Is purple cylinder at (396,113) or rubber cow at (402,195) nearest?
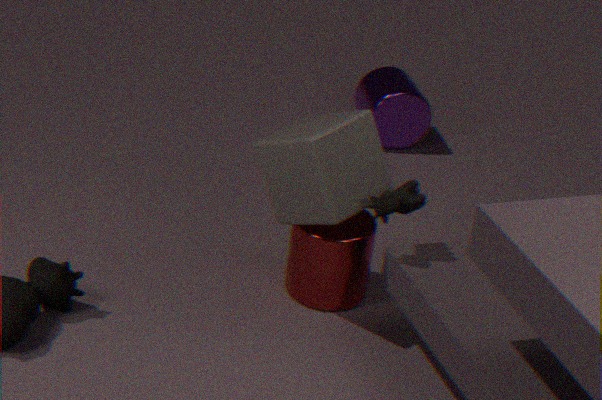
rubber cow at (402,195)
